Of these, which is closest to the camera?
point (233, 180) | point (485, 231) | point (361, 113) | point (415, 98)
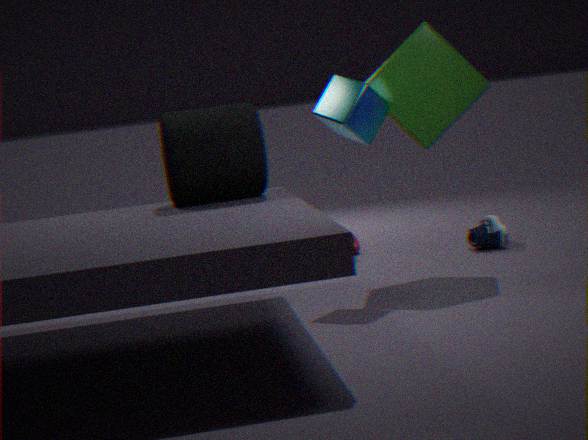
point (361, 113)
